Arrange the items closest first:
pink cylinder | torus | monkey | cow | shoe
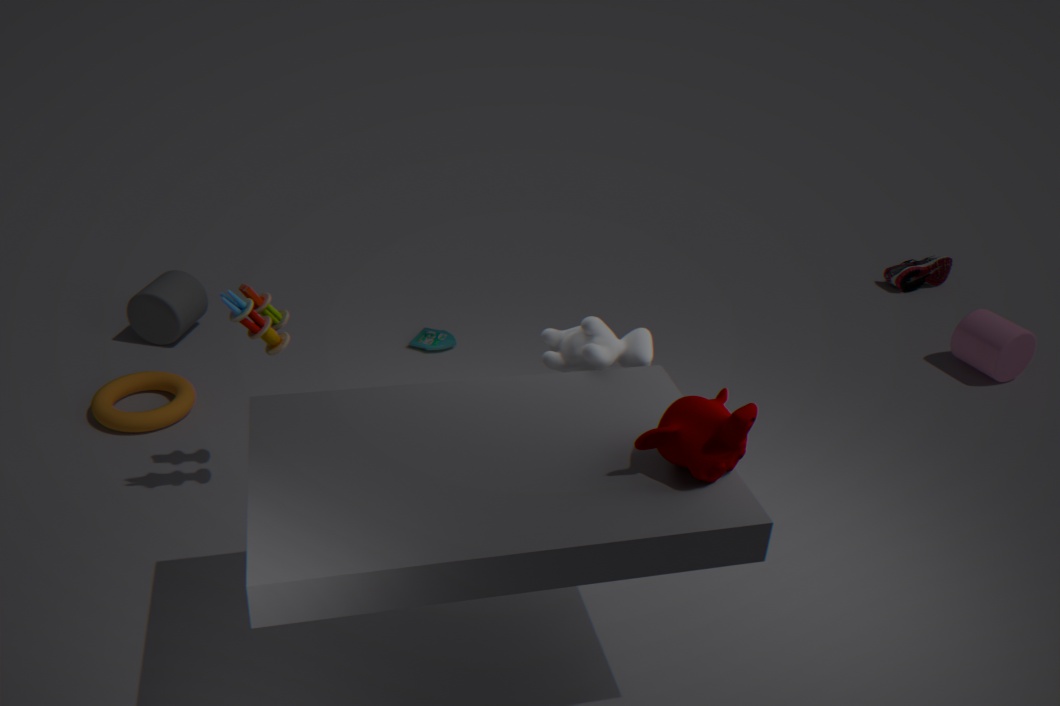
monkey, cow, torus, pink cylinder, shoe
